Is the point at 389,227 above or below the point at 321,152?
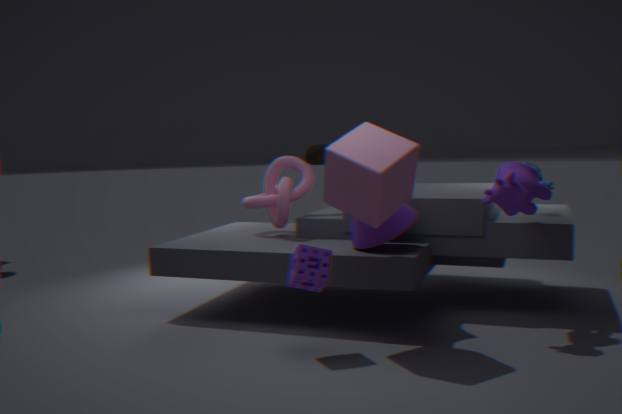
below
